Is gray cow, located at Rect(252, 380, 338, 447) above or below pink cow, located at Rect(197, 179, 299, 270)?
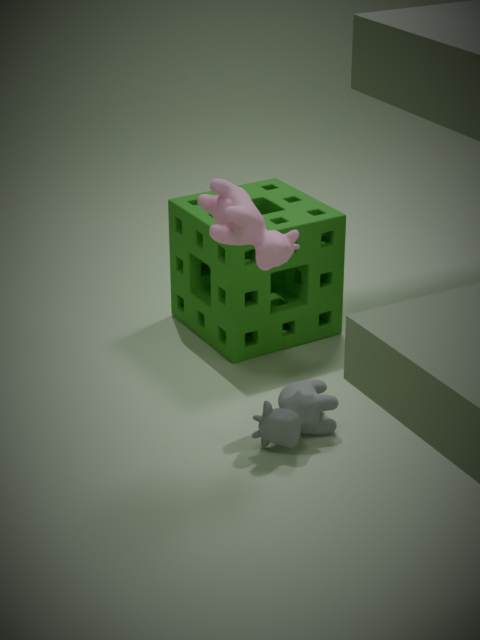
below
